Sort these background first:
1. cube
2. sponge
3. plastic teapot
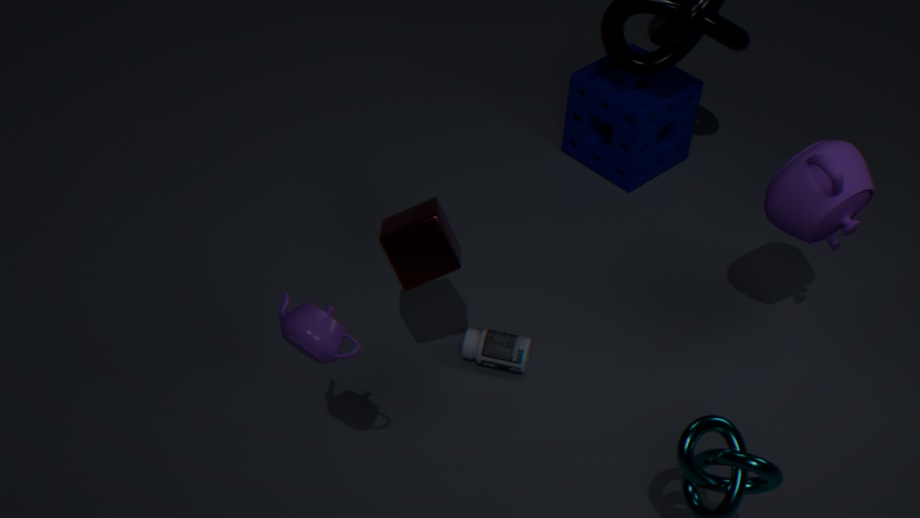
sponge
cube
plastic teapot
